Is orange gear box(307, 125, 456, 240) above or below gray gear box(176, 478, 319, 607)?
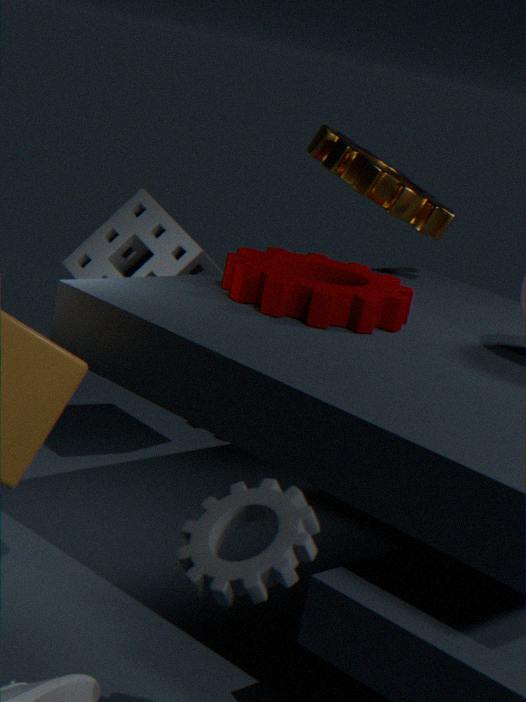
above
